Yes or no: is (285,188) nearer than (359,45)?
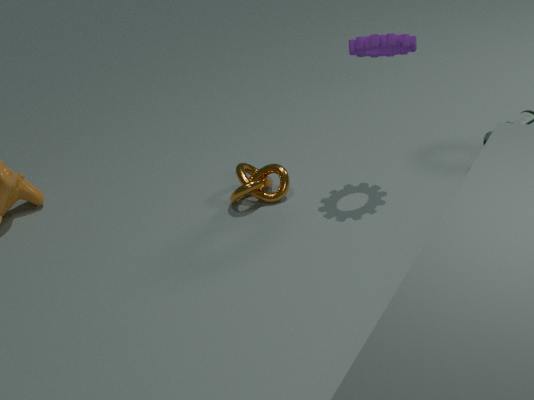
No
